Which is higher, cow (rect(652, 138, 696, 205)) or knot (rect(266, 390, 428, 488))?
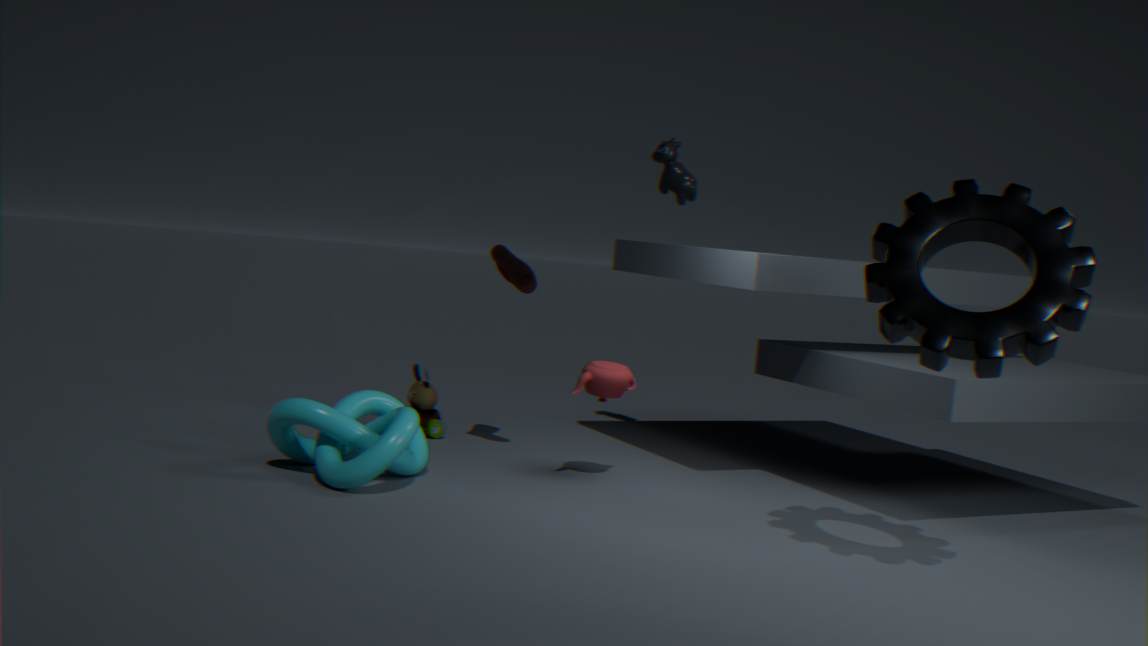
cow (rect(652, 138, 696, 205))
